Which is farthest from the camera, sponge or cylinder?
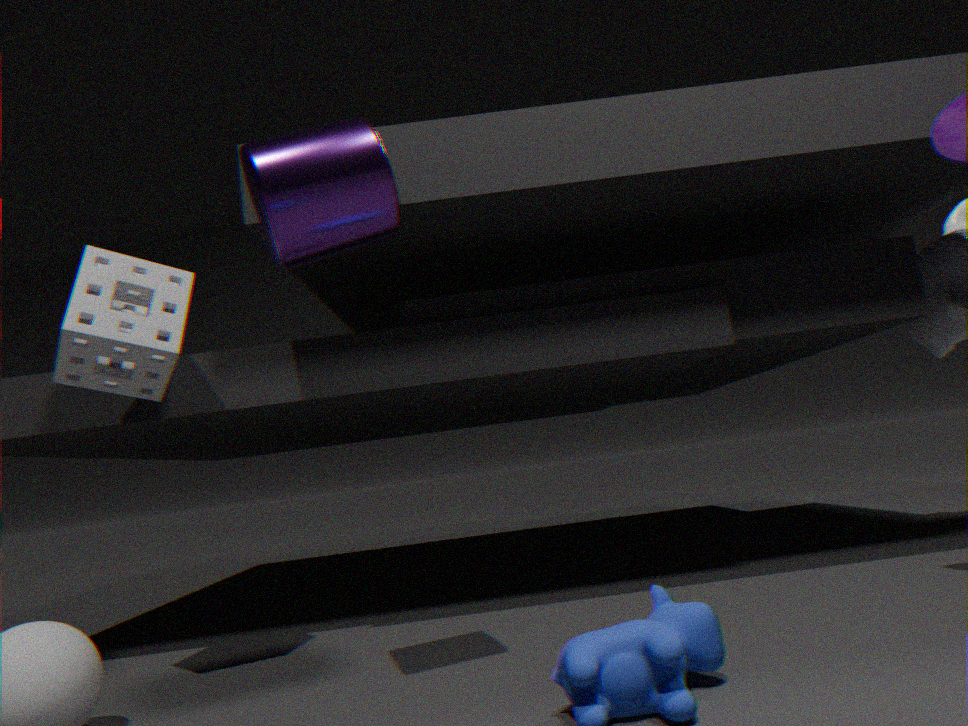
sponge
